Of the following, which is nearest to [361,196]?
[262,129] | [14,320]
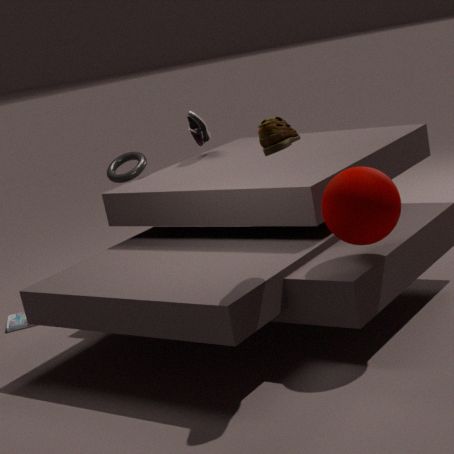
[262,129]
